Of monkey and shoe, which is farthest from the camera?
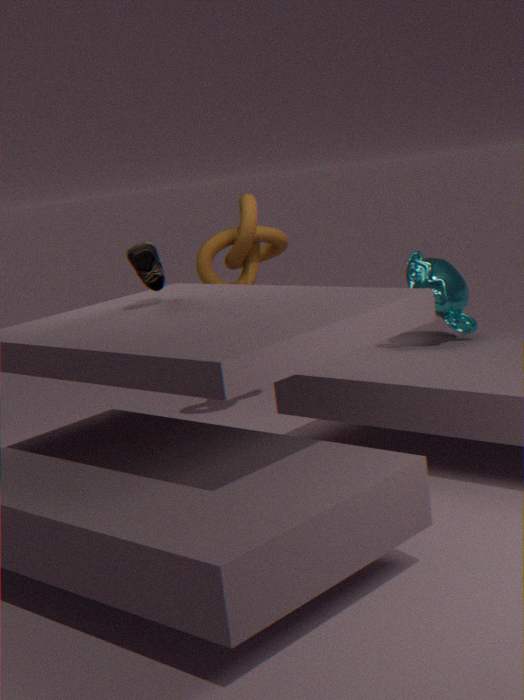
monkey
